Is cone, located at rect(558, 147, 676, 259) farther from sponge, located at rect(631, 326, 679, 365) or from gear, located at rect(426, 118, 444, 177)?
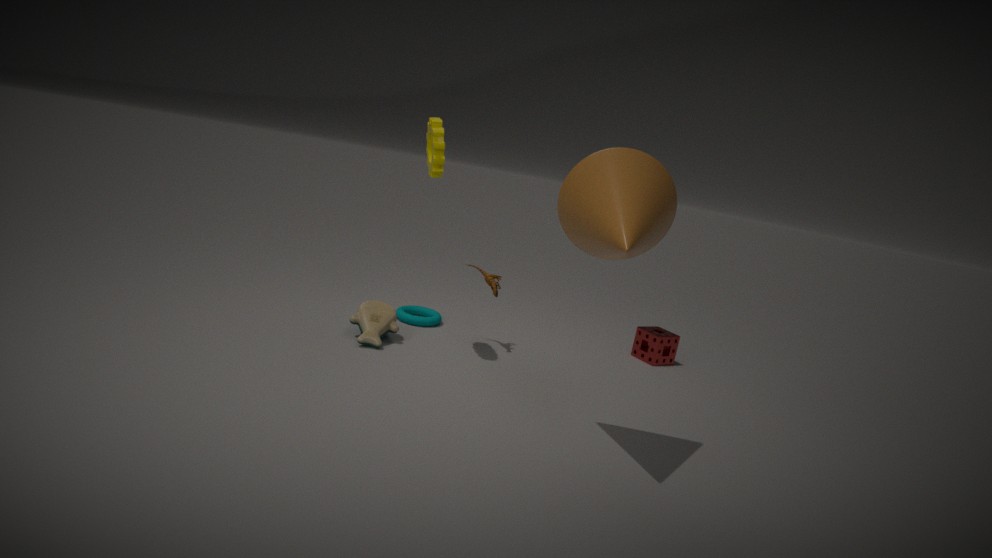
sponge, located at rect(631, 326, 679, 365)
